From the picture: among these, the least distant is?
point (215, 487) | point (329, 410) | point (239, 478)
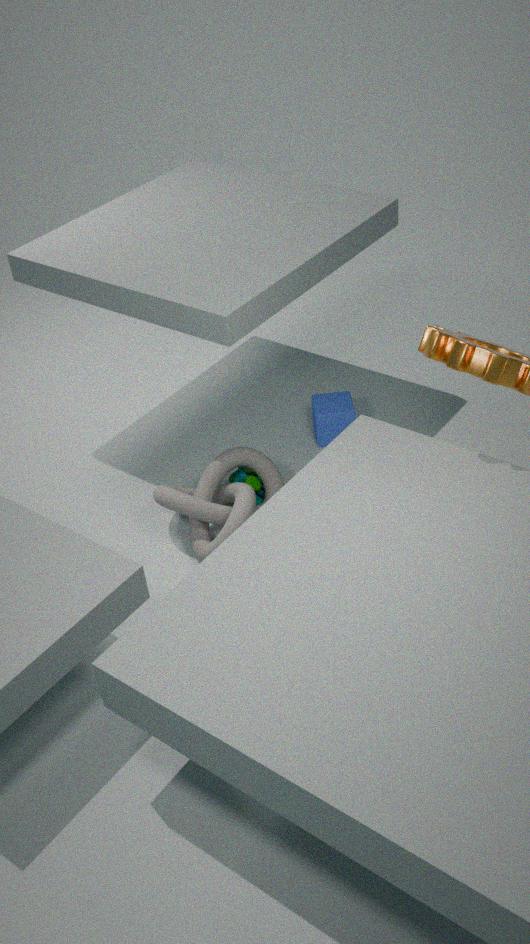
point (215, 487)
